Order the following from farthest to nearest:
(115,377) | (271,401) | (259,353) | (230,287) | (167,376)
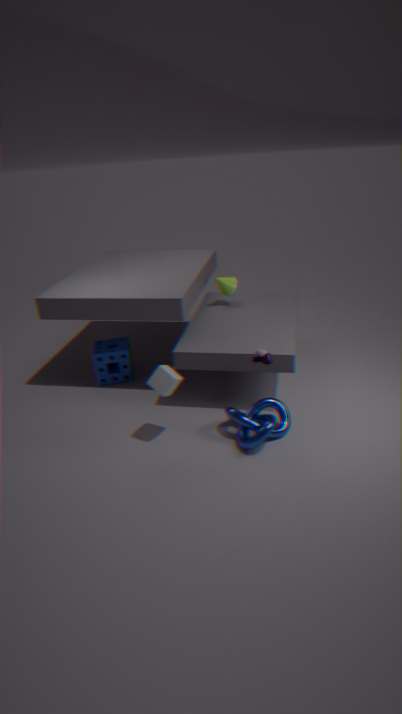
(230,287) → (115,377) → (271,401) → (259,353) → (167,376)
